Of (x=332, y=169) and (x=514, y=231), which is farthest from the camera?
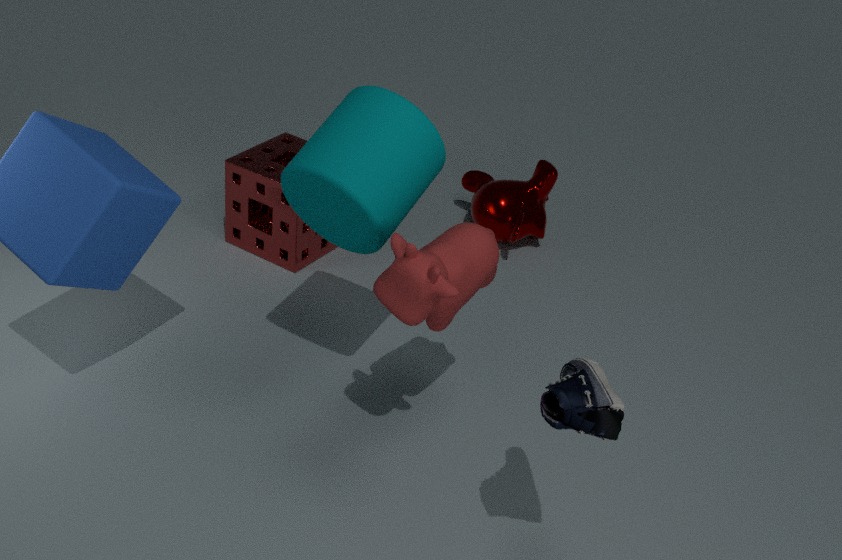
(x=514, y=231)
